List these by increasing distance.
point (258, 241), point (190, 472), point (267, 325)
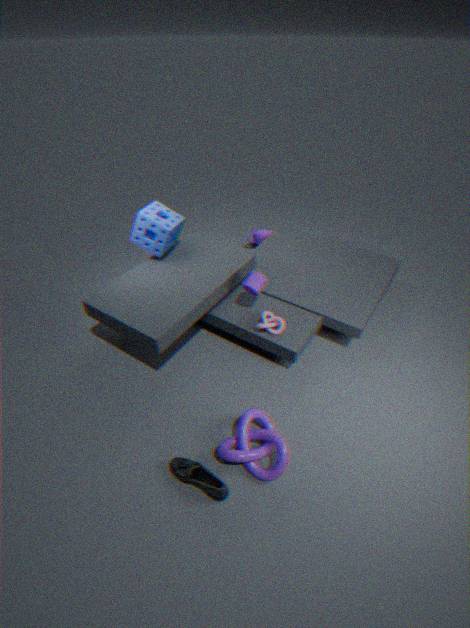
1. point (190, 472)
2. point (267, 325)
3. point (258, 241)
